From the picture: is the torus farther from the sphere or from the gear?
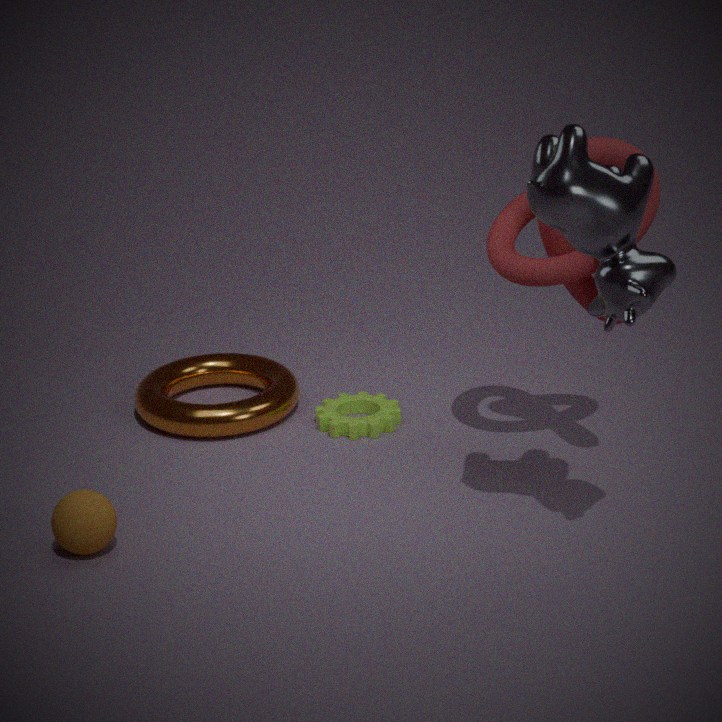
the sphere
